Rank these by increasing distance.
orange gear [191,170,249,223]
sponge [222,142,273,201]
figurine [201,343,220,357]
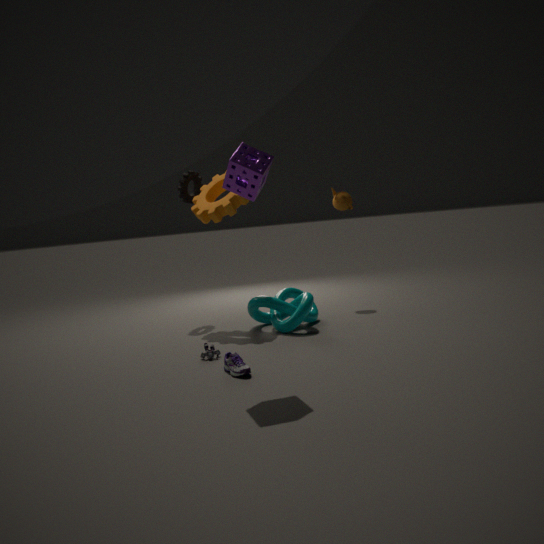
sponge [222,142,273,201] < figurine [201,343,220,357] < orange gear [191,170,249,223]
